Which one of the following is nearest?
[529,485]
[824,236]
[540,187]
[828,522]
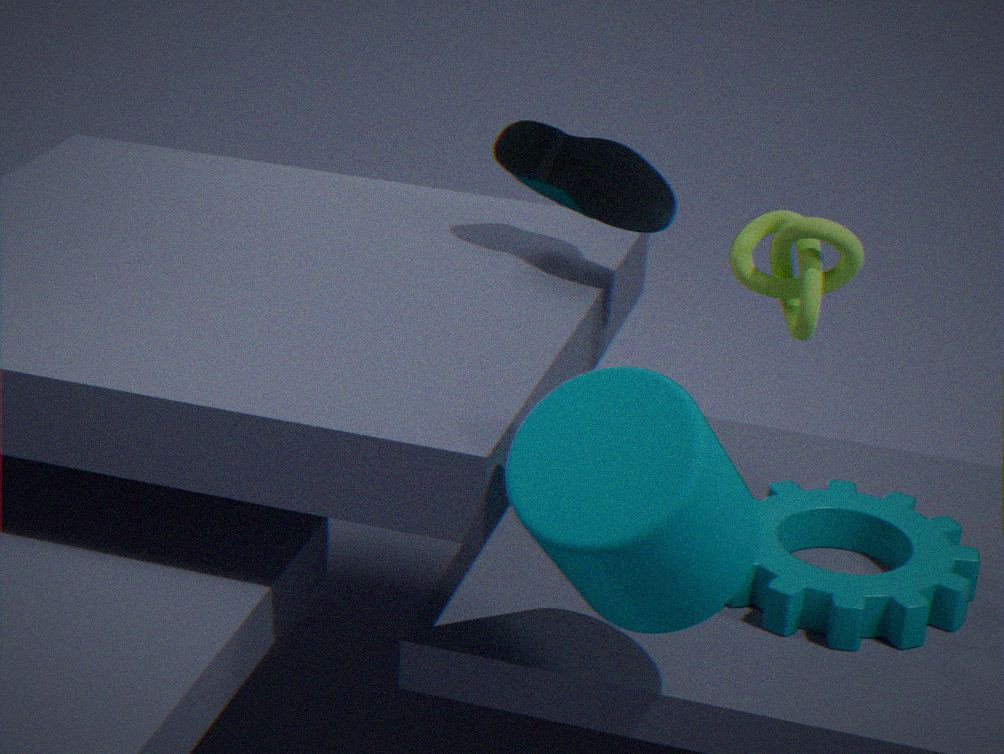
[529,485]
